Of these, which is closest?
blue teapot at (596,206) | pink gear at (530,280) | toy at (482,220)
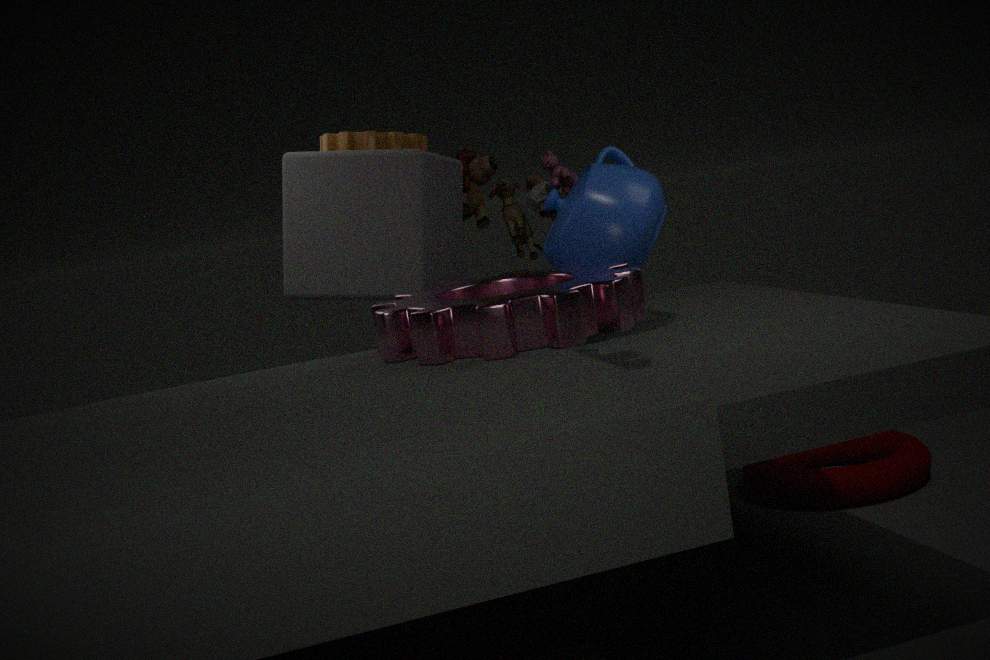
pink gear at (530,280)
